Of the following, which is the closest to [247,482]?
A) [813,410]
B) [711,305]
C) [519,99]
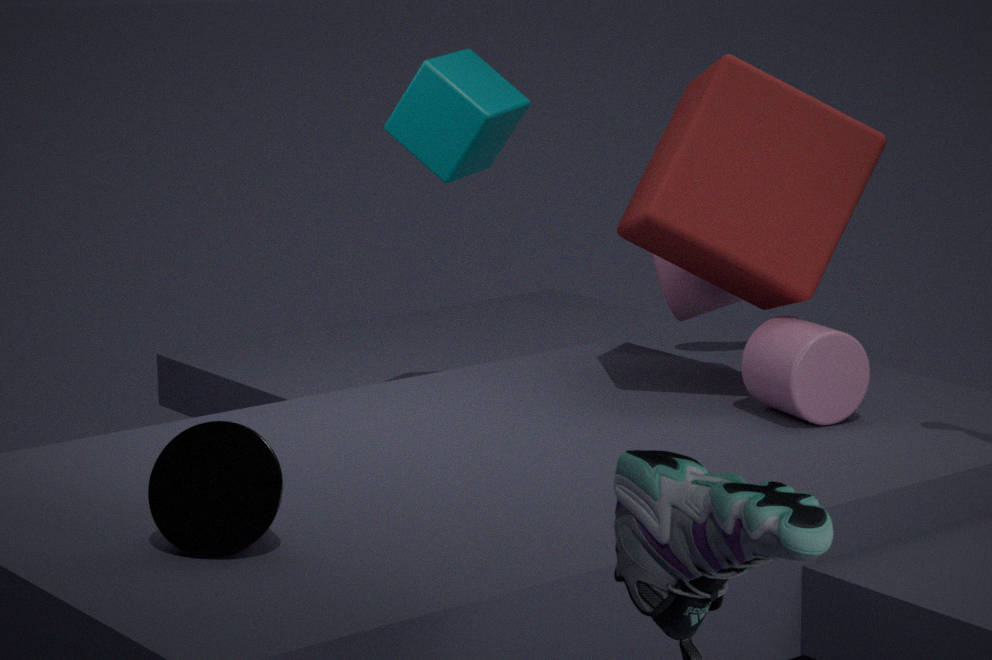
[519,99]
